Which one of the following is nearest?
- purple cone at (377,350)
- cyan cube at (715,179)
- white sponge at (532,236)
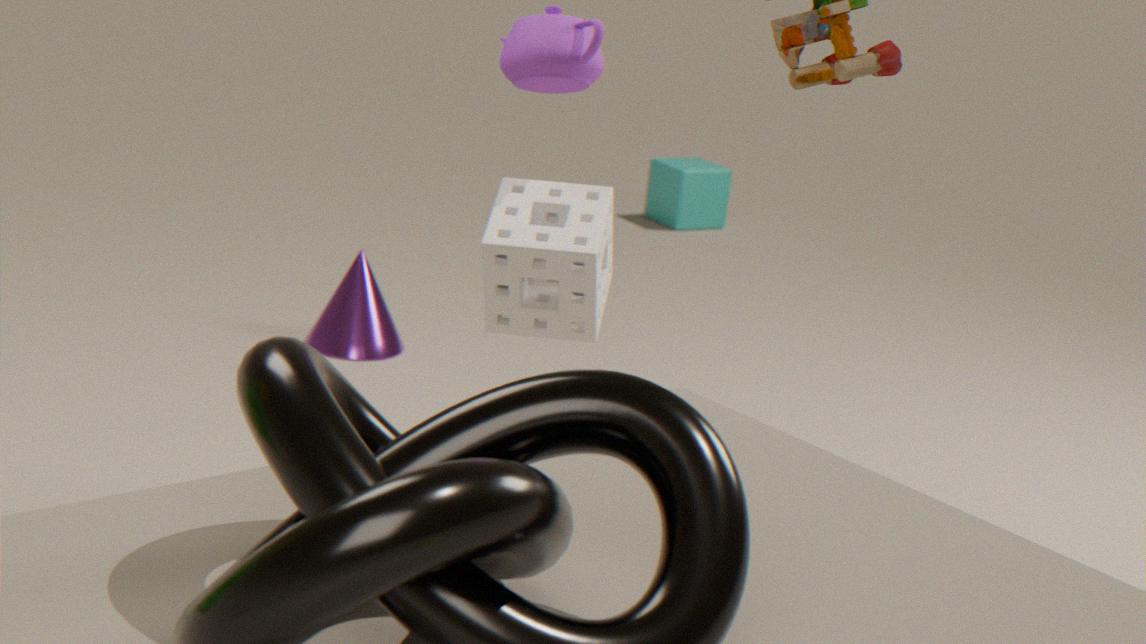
white sponge at (532,236)
